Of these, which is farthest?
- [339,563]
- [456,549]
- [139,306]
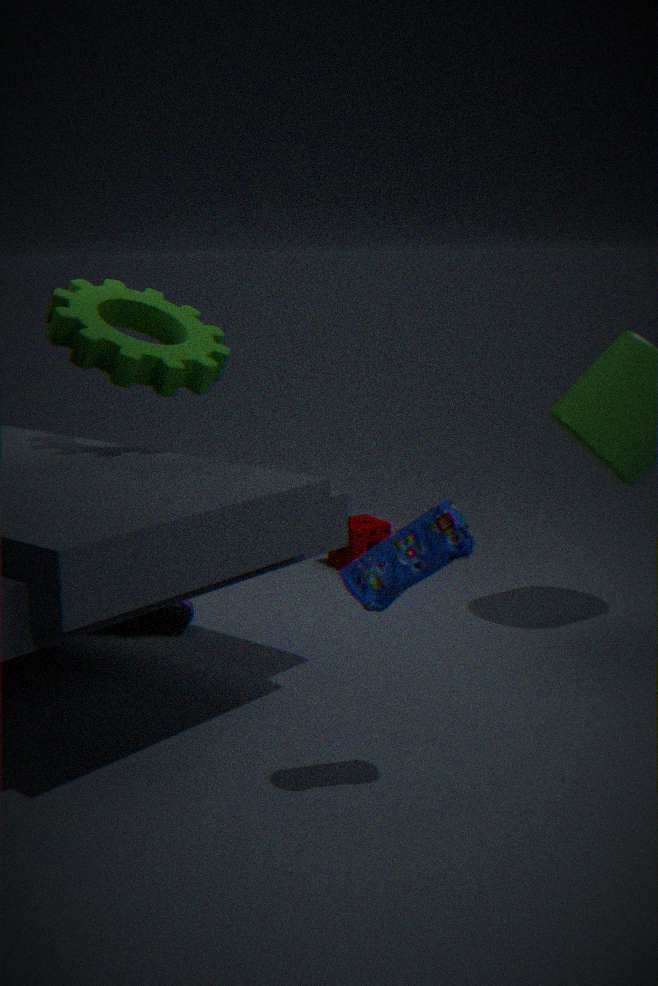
[339,563]
